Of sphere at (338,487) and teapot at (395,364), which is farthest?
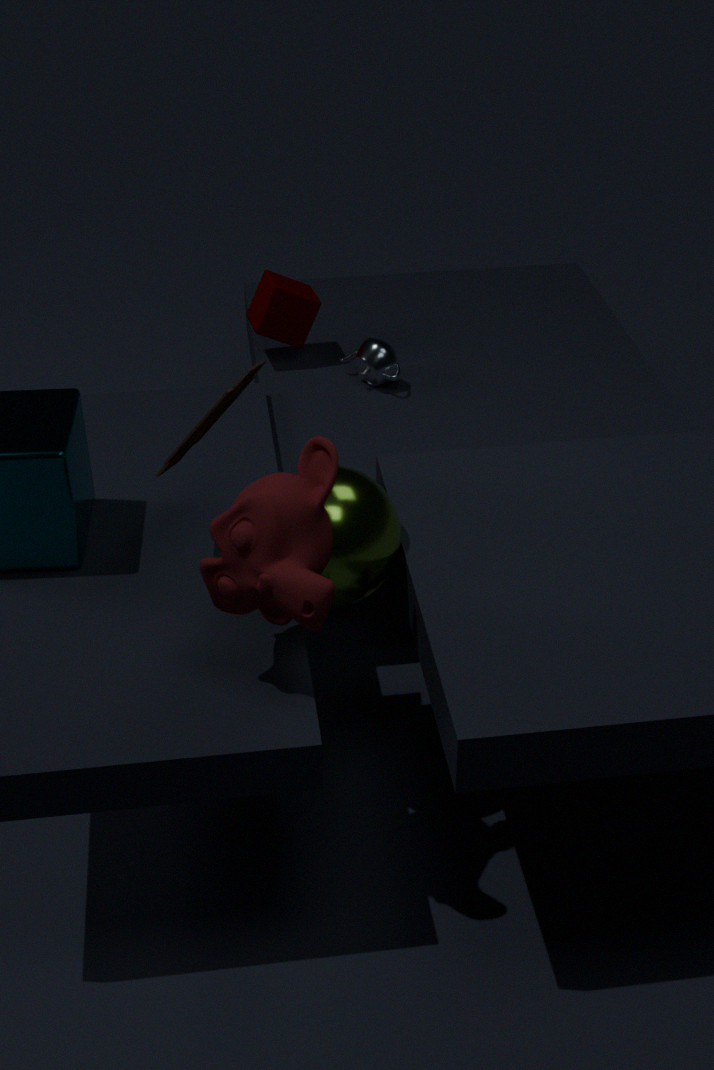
teapot at (395,364)
